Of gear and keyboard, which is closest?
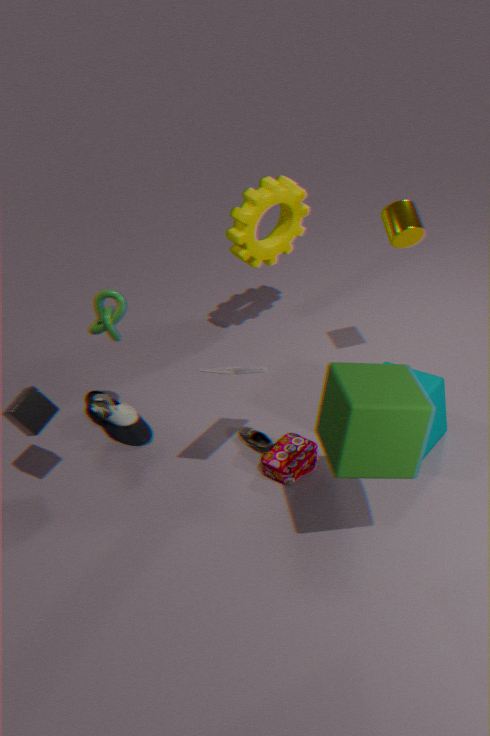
keyboard
